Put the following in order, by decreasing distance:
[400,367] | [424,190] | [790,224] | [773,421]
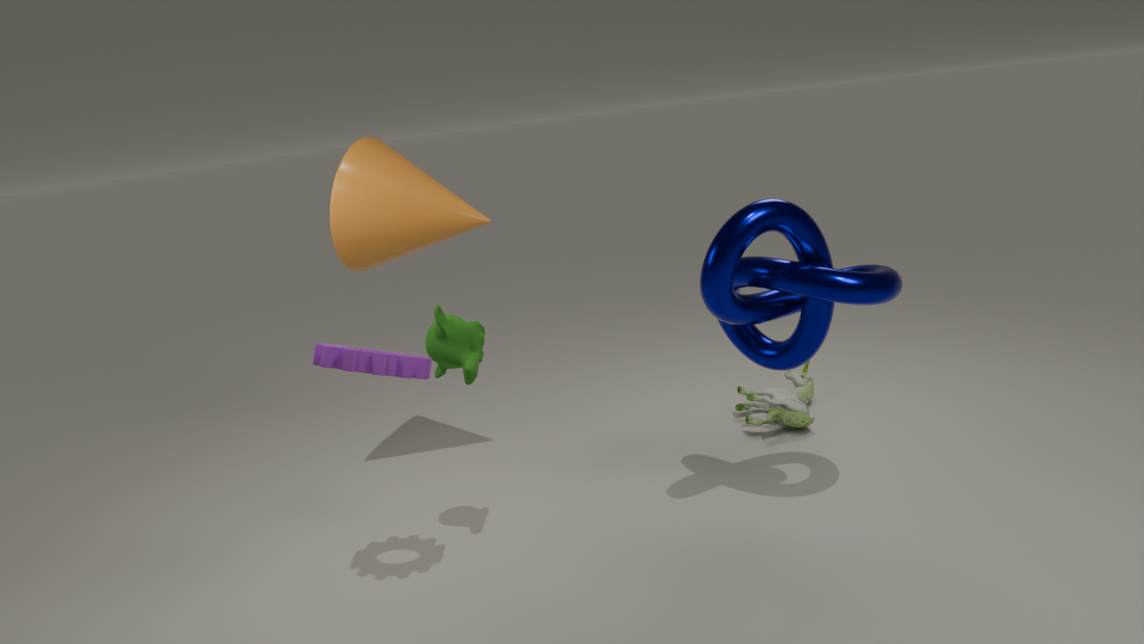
[773,421] < [424,190] < [790,224] < [400,367]
